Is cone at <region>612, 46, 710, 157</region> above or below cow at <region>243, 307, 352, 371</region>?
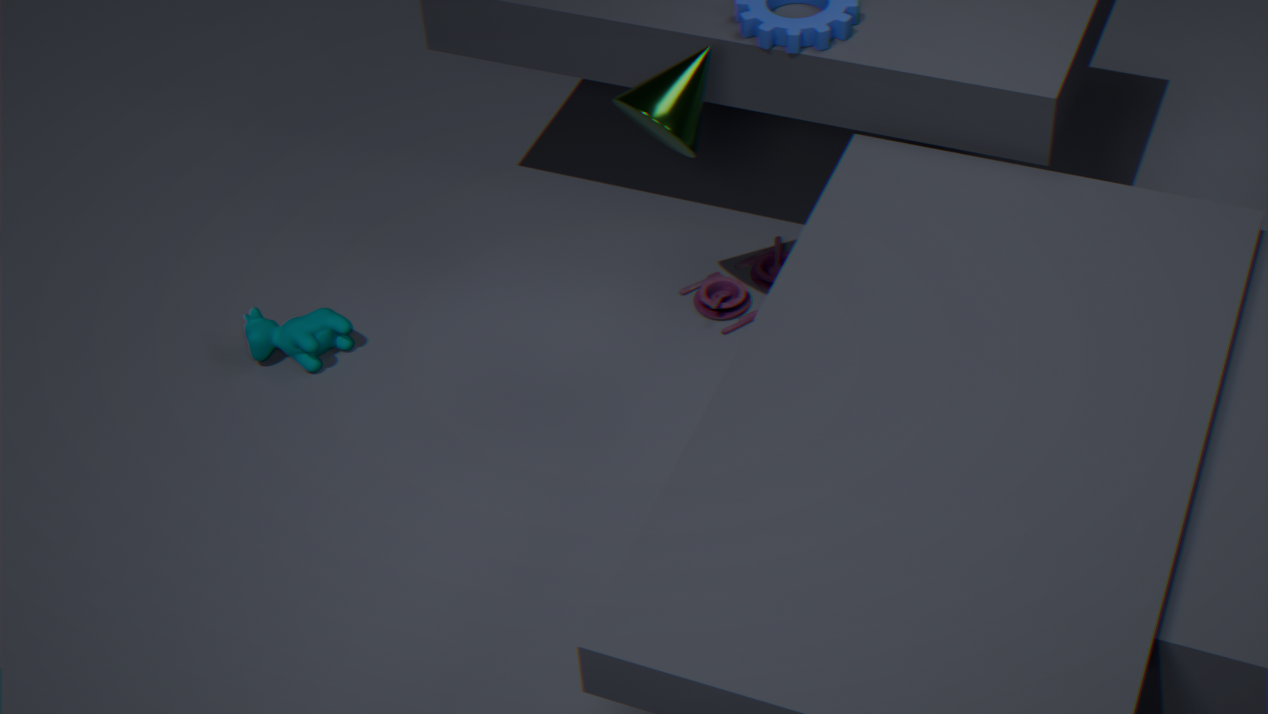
above
